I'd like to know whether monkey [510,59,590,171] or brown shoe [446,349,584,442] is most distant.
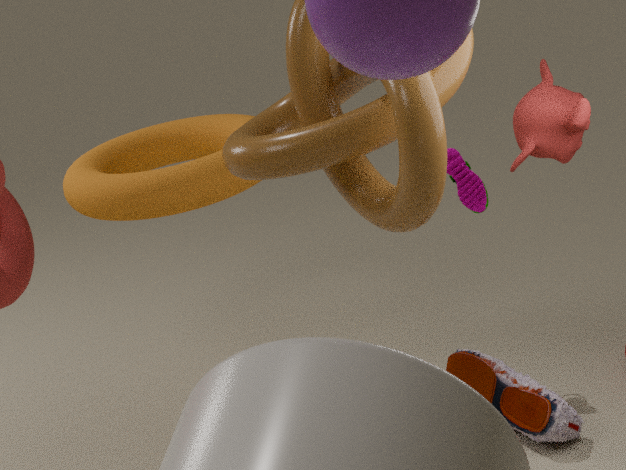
brown shoe [446,349,584,442]
